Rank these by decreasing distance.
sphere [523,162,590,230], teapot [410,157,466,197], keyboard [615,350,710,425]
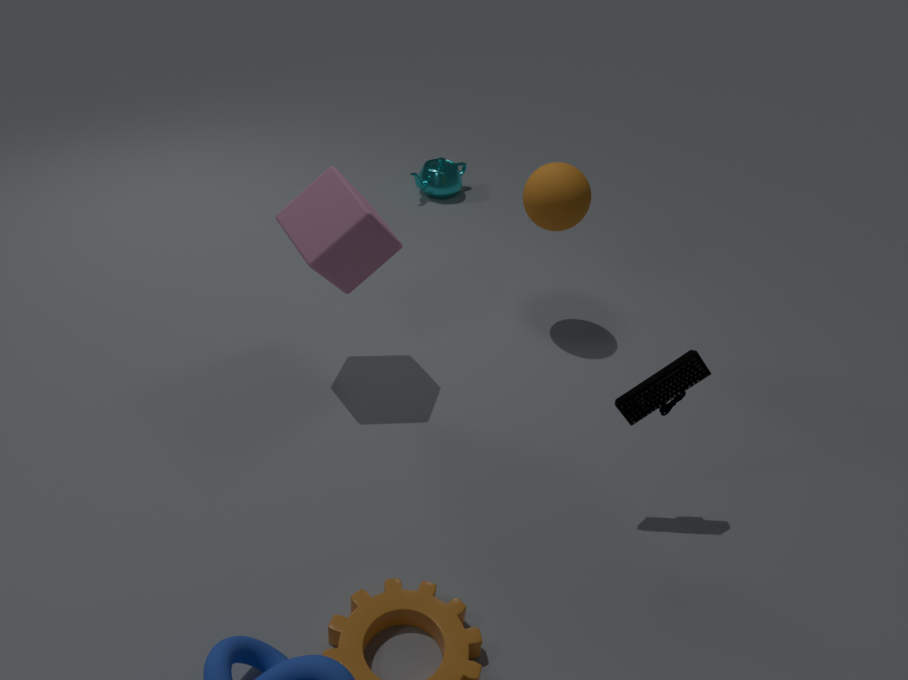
1. teapot [410,157,466,197]
2. sphere [523,162,590,230]
3. keyboard [615,350,710,425]
